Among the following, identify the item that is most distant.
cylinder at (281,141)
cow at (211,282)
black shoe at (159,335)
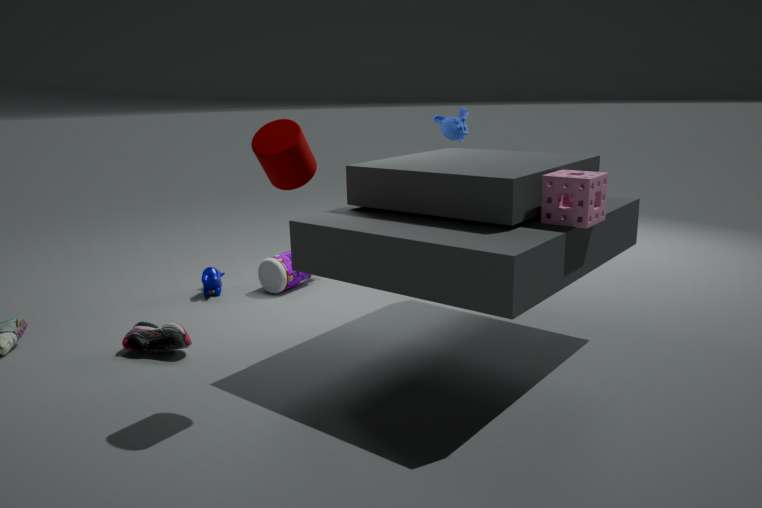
cow at (211,282)
